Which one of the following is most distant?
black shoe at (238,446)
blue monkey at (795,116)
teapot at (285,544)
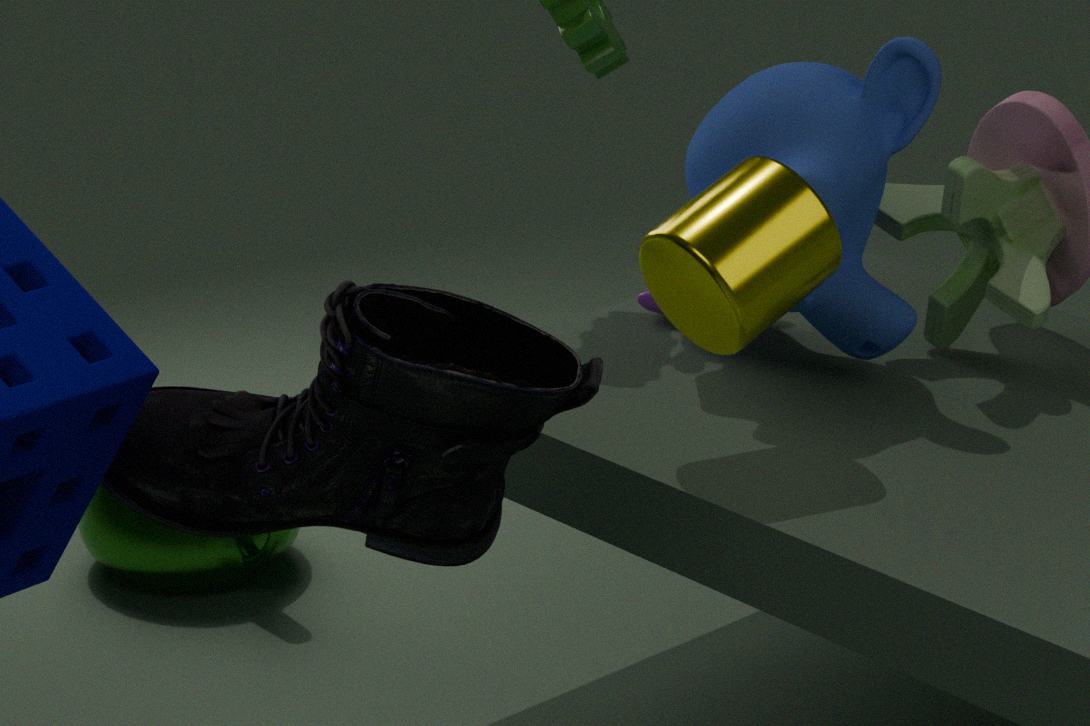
teapot at (285,544)
